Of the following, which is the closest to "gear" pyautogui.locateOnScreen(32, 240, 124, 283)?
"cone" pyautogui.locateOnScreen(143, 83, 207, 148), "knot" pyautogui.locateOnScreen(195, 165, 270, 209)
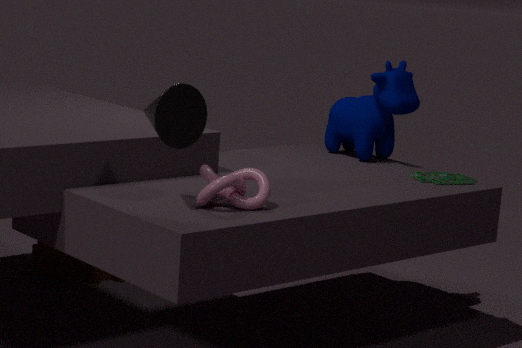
"knot" pyautogui.locateOnScreen(195, 165, 270, 209)
